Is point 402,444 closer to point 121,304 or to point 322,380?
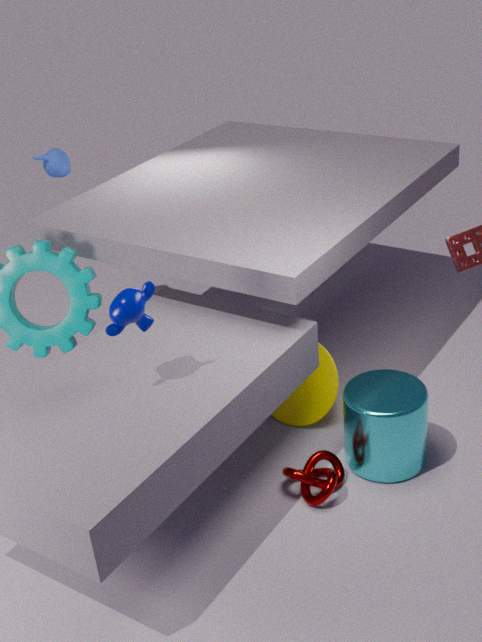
point 322,380
